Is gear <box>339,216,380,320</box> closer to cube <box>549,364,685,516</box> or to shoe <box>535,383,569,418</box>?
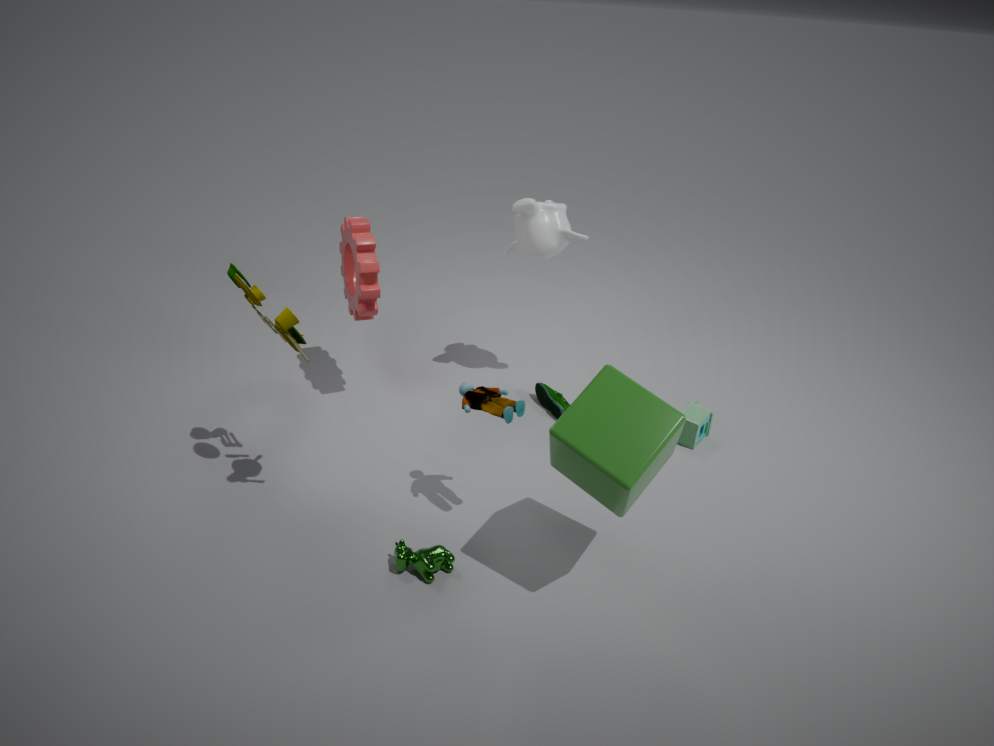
shoe <box>535,383,569,418</box>
